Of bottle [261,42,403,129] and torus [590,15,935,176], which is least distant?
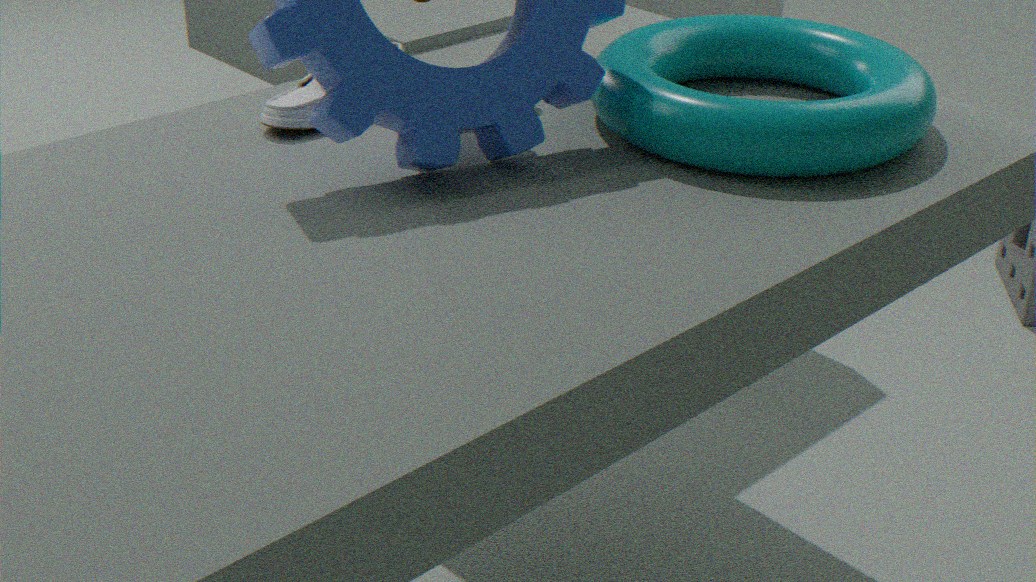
torus [590,15,935,176]
